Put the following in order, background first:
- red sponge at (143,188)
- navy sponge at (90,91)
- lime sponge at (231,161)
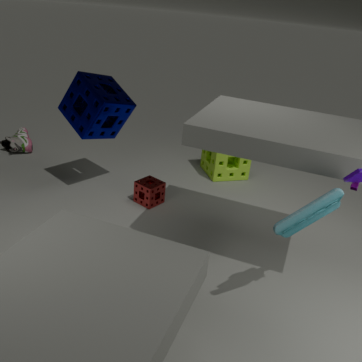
lime sponge at (231,161), red sponge at (143,188), navy sponge at (90,91)
